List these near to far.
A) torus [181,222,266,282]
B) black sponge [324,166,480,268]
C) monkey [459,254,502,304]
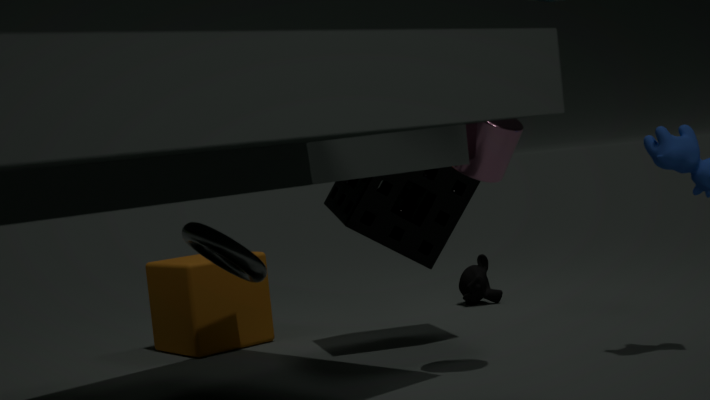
torus [181,222,266,282]
black sponge [324,166,480,268]
monkey [459,254,502,304]
